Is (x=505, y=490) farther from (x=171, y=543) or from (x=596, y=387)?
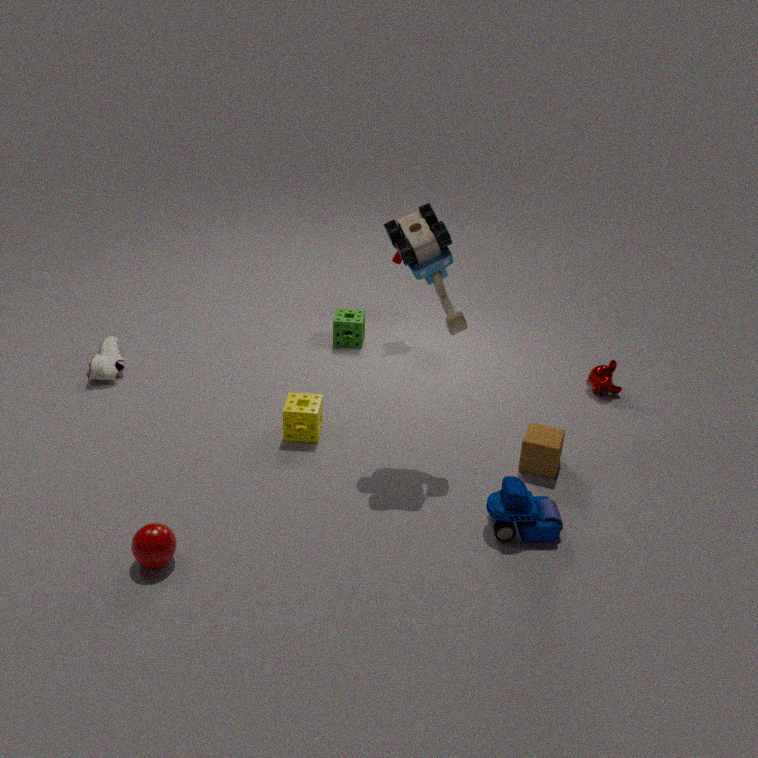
(x=171, y=543)
